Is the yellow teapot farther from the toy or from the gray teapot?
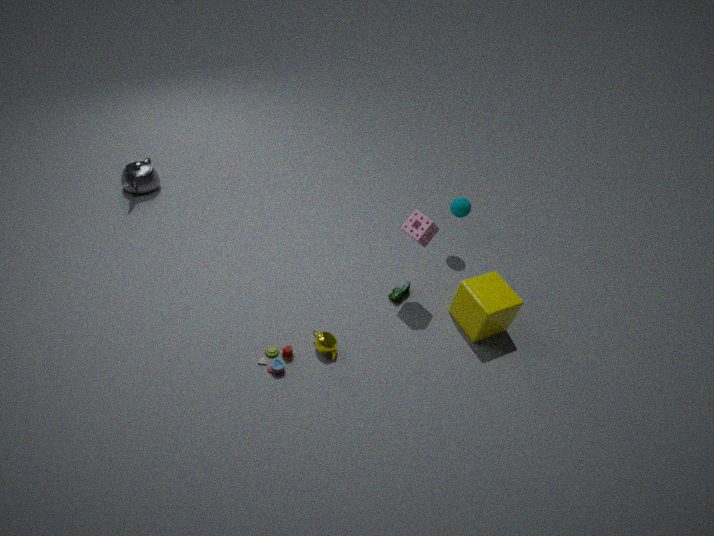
the gray teapot
